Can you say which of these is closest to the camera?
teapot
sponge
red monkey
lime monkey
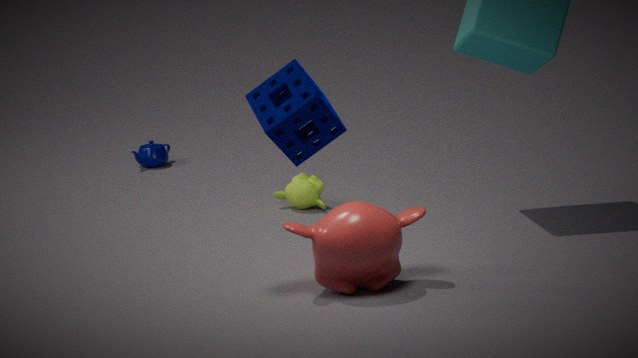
sponge
